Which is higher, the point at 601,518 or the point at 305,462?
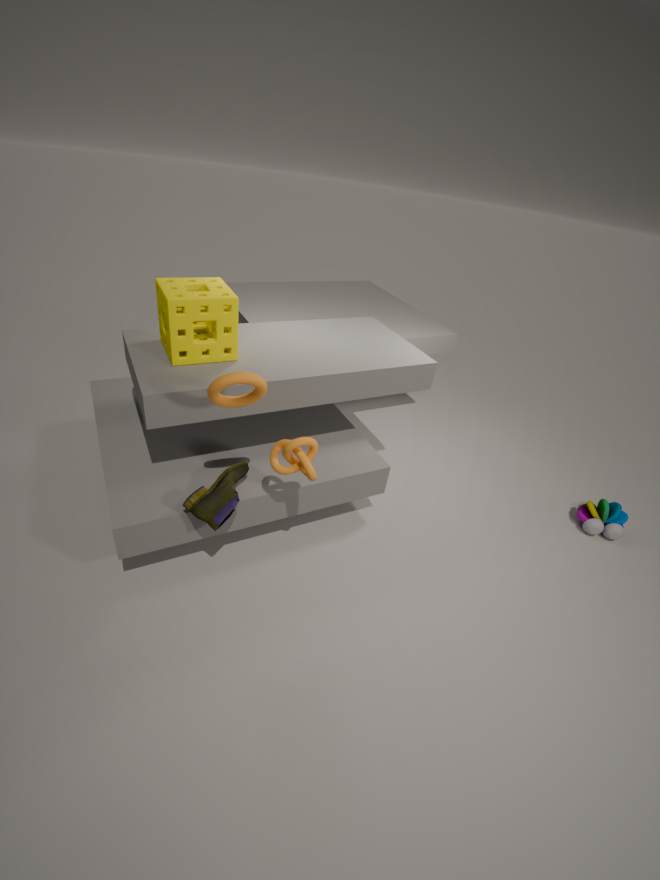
the point at 305,462
